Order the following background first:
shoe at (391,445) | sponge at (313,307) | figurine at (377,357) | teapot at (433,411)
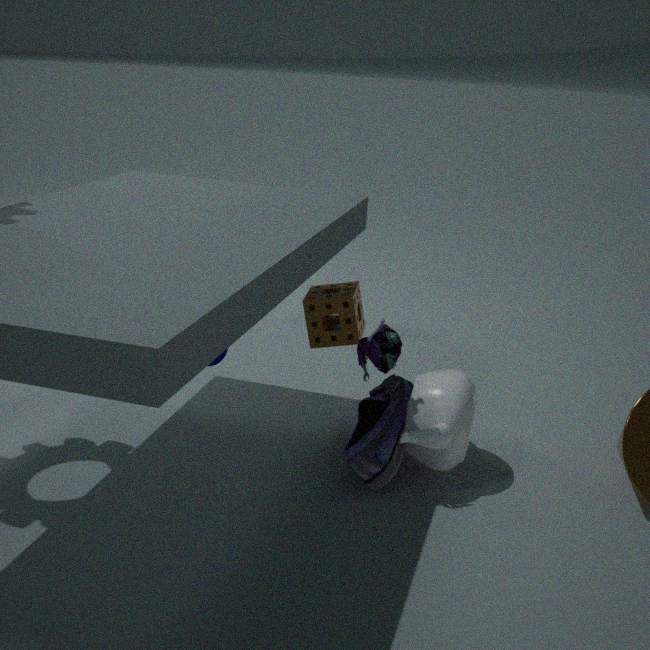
sponge at (313,307) < teapot at (433,411) < shoe at (391,445) < figurine at (377,357)
